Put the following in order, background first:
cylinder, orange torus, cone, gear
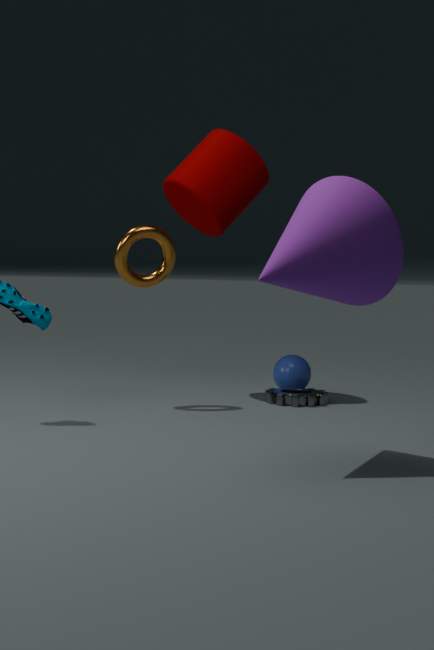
cylinder
gear
orange torus
cone
